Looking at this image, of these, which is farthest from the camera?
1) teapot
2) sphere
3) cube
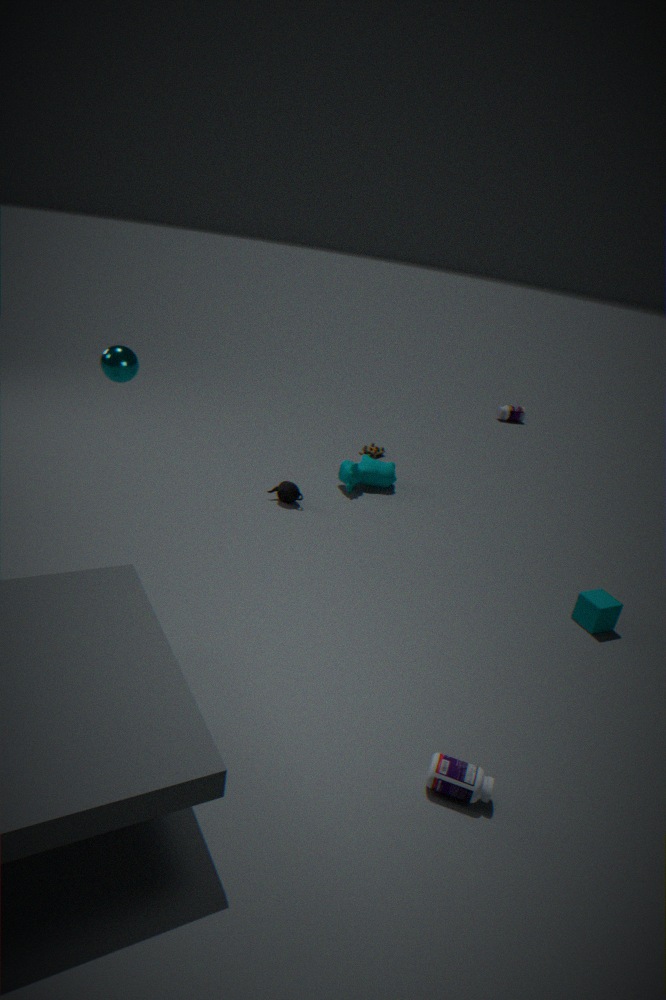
1. teapot
